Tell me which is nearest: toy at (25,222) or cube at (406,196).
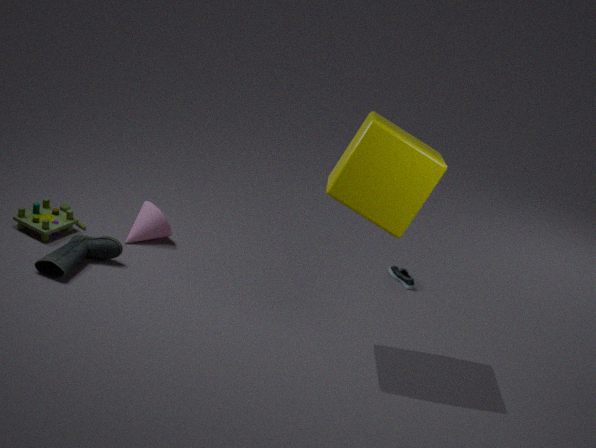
cube at (406,196)
